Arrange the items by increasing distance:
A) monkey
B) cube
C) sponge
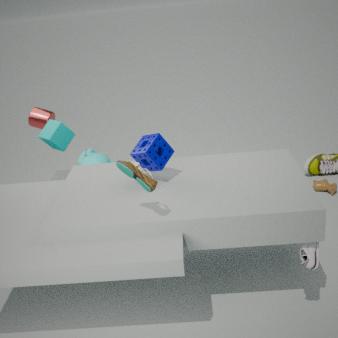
sponge
cube
monkey
